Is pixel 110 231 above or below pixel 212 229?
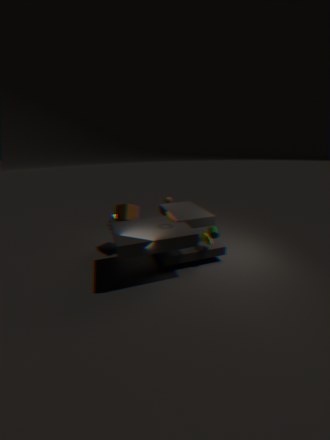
below
